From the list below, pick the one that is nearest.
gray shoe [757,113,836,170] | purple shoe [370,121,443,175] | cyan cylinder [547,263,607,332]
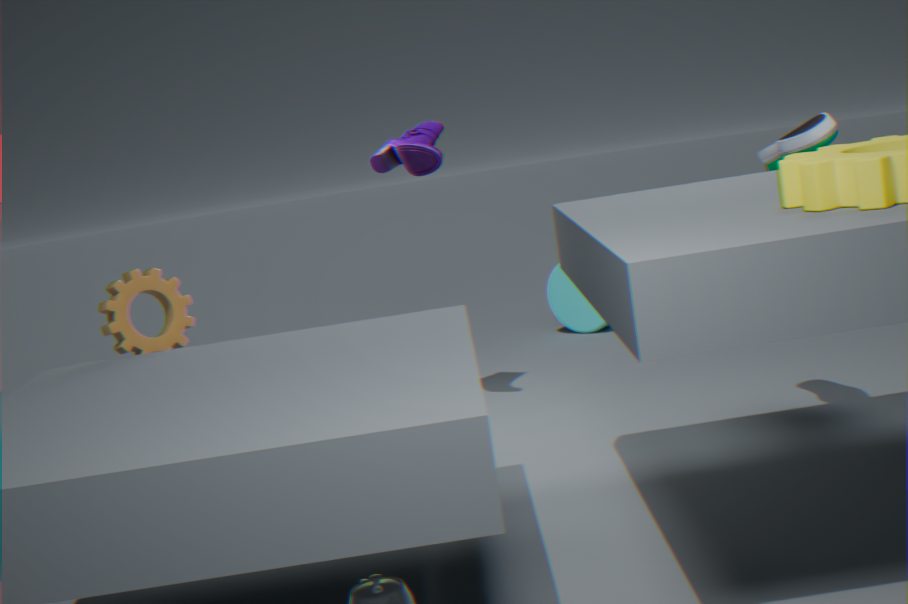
gray shoe [757,113,836,170]
